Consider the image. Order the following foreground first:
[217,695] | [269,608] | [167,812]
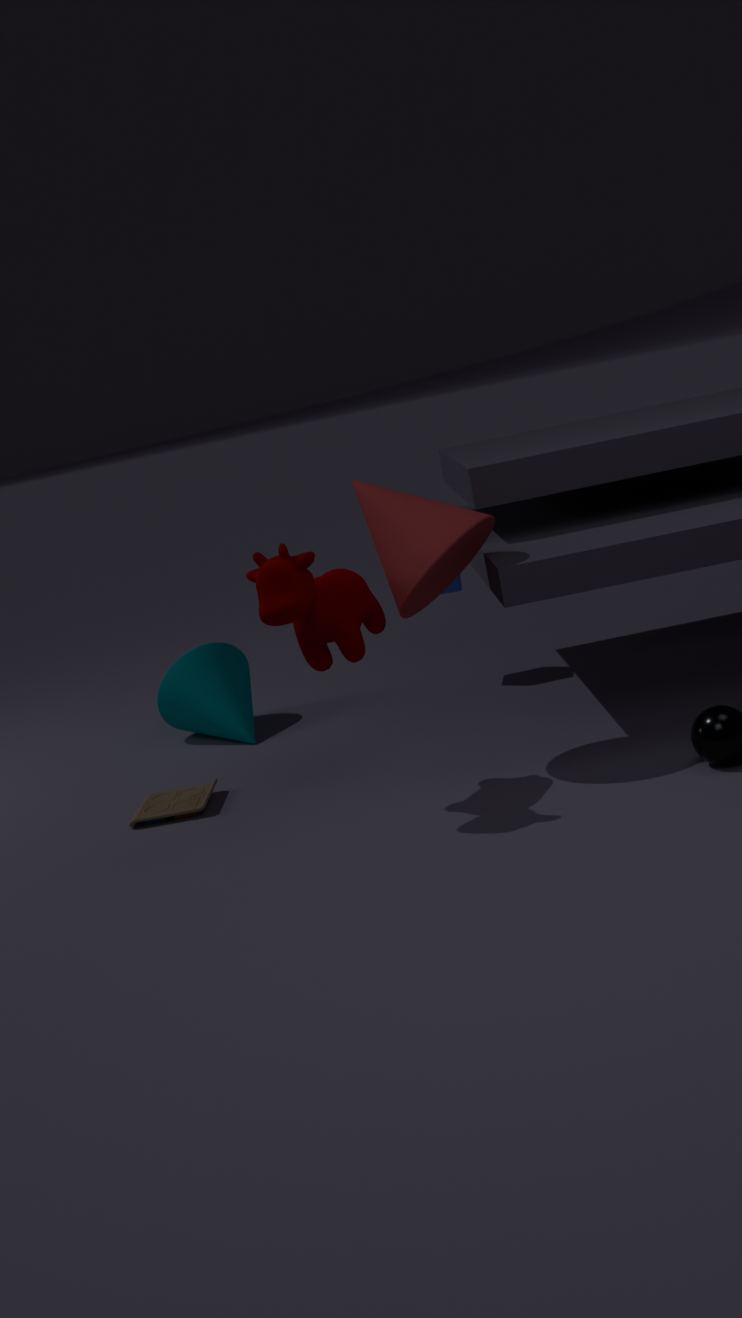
[269,608]
[167,812]
[217,695]
